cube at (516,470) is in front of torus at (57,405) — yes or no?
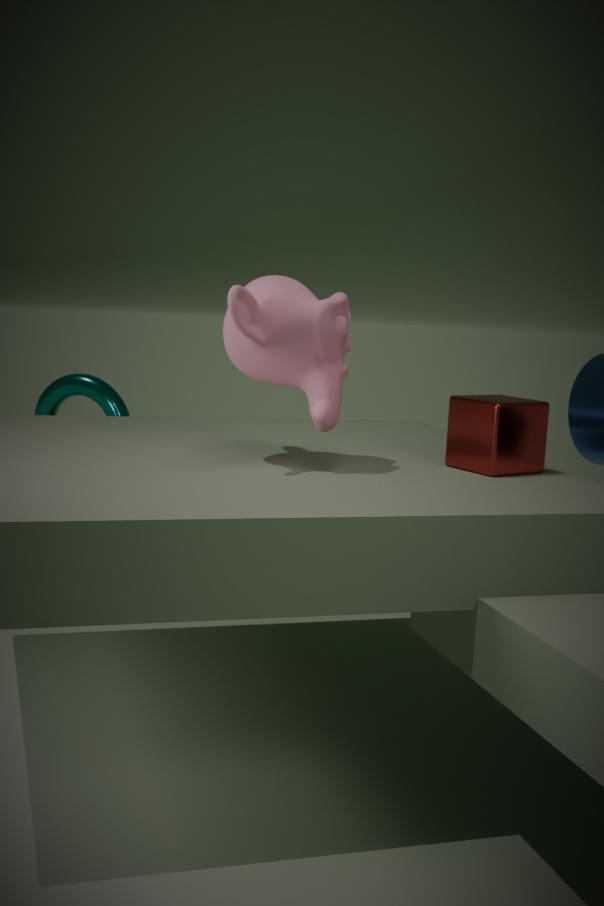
Yes
